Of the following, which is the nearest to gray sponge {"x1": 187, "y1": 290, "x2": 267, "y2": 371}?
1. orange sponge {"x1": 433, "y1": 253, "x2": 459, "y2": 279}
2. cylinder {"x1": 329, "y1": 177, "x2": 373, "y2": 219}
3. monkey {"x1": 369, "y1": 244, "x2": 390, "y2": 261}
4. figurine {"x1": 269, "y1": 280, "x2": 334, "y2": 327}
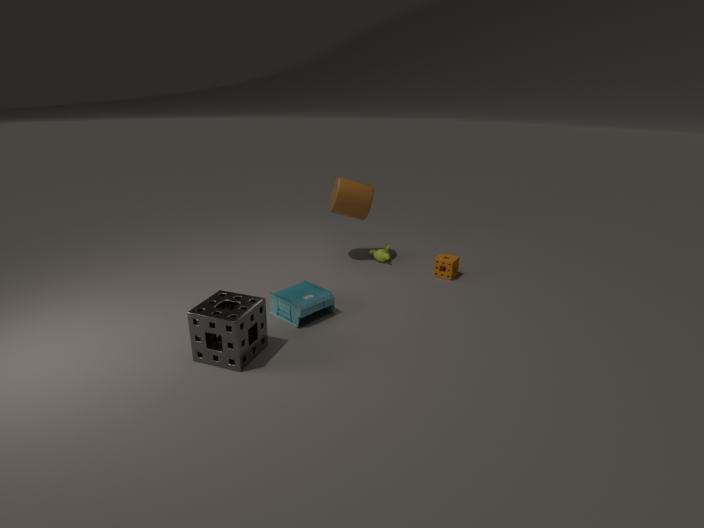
figurine {"x1": 269, "y1": 280, "x2": 334, "y2": 327}
